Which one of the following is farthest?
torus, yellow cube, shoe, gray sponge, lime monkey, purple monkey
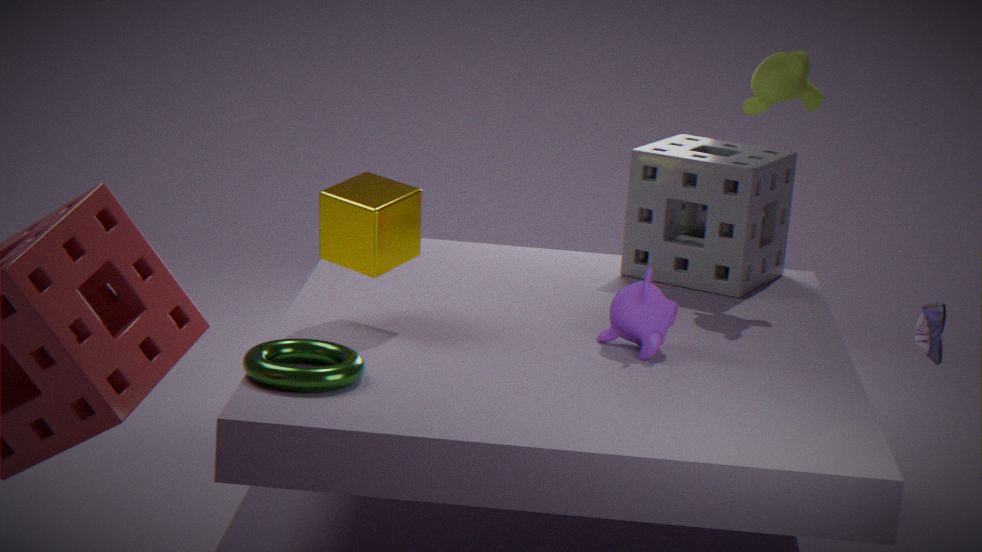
gray sponge
